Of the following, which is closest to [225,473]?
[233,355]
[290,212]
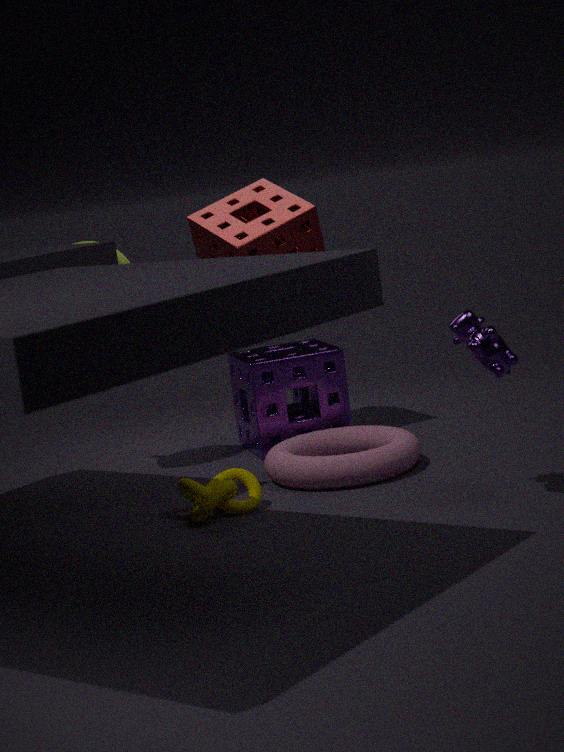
[233,355]
